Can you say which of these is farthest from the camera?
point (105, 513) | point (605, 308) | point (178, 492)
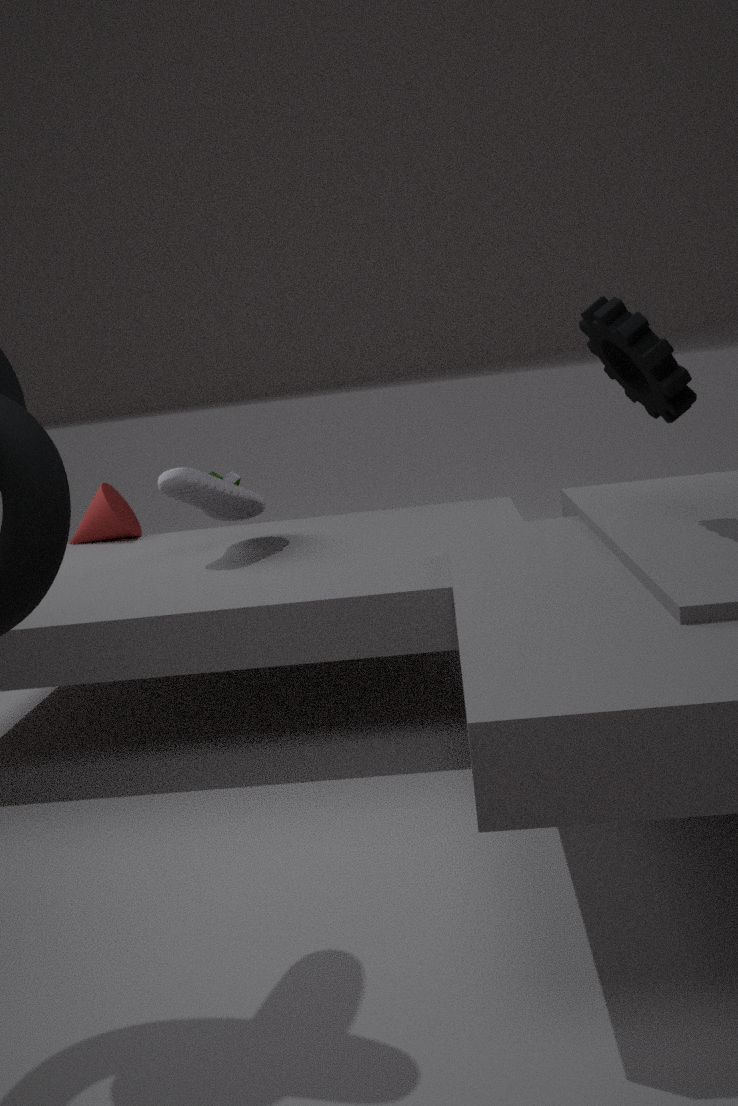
point (105, 513)
